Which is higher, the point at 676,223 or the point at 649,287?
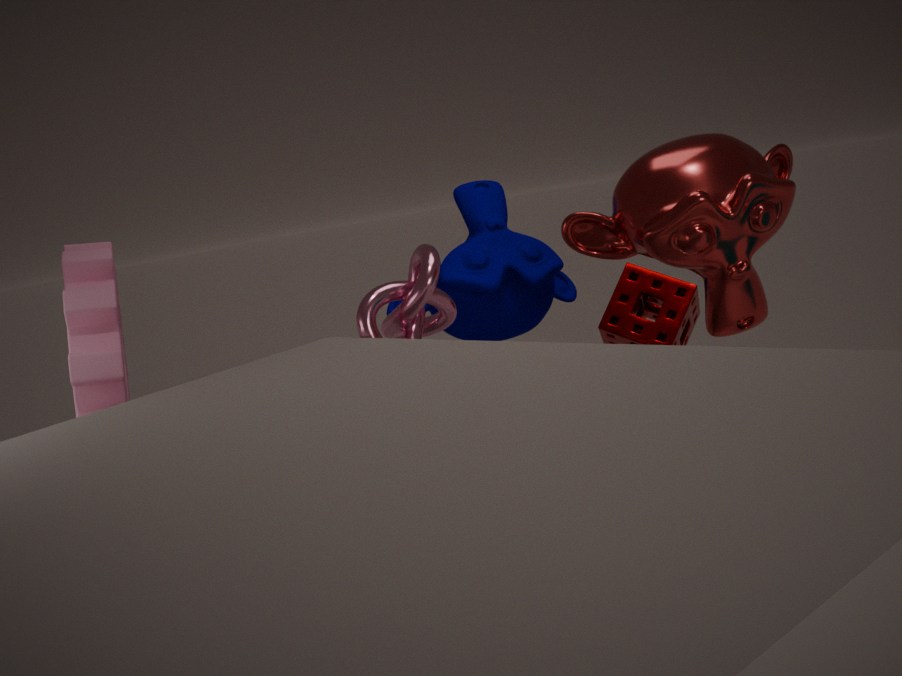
the point at 676,223
